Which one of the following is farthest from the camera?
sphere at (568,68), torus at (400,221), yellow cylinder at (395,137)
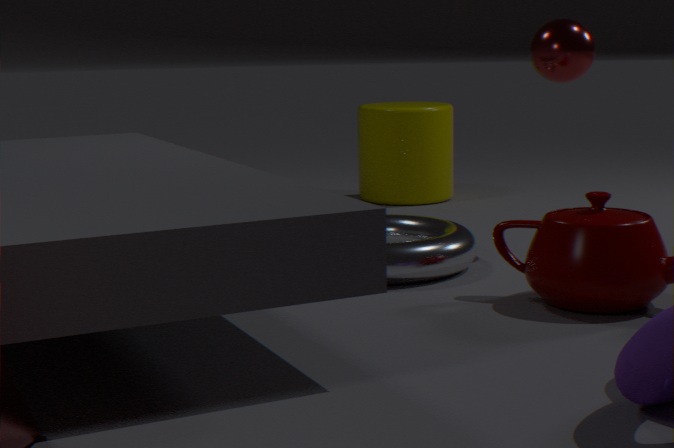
yellow cylinder at (395,137)
